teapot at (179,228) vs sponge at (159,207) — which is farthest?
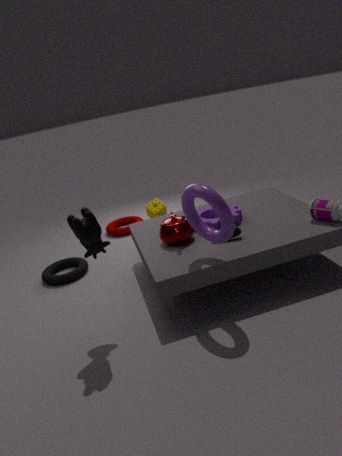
sponge at (159,207)
